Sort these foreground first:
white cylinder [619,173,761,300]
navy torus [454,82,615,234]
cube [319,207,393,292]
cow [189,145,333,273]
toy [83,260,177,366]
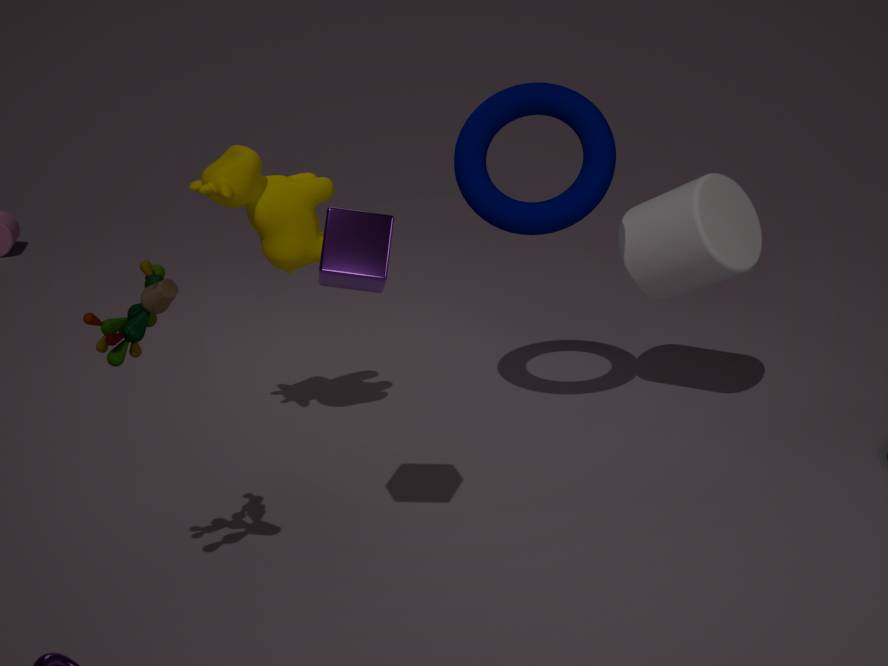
toy [83,260,177,366], cube [319,207,393,292], cow [189,145,333,273], navy torus [454,82,615,234], white cylinder [619,173,761,300]
